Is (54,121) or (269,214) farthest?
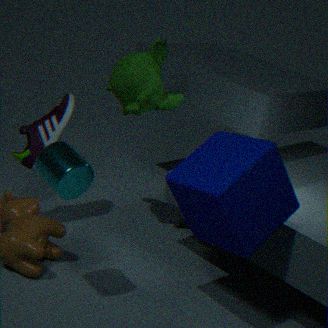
(54,121)
